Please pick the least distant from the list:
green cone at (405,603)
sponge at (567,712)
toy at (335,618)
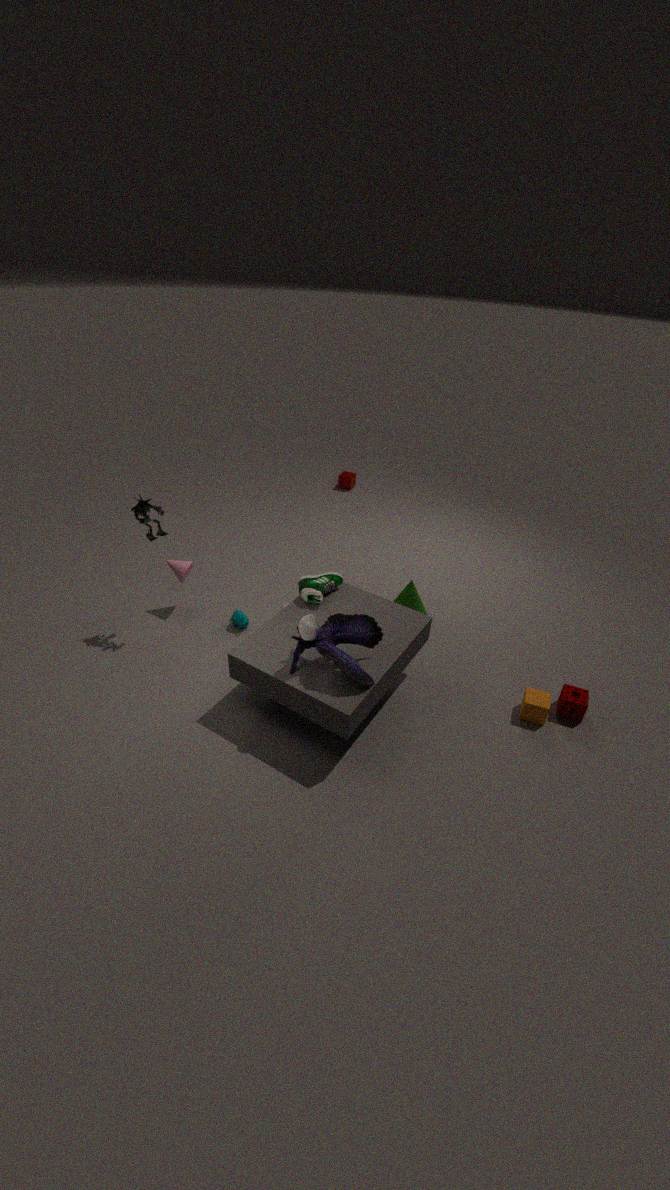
toy at (335,618)
